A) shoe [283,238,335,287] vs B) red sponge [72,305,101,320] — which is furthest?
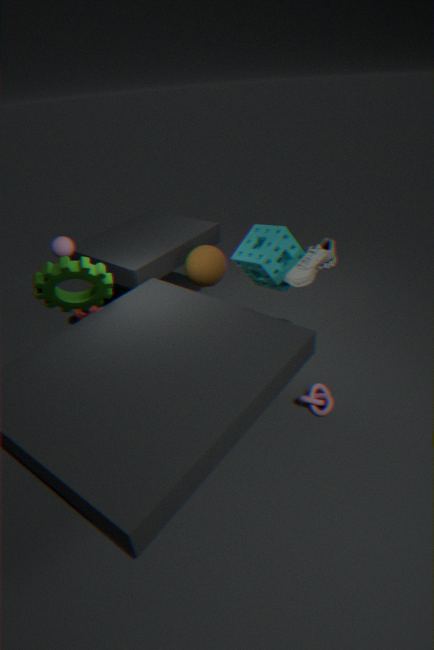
B. red sponge [72,305,101,320]
